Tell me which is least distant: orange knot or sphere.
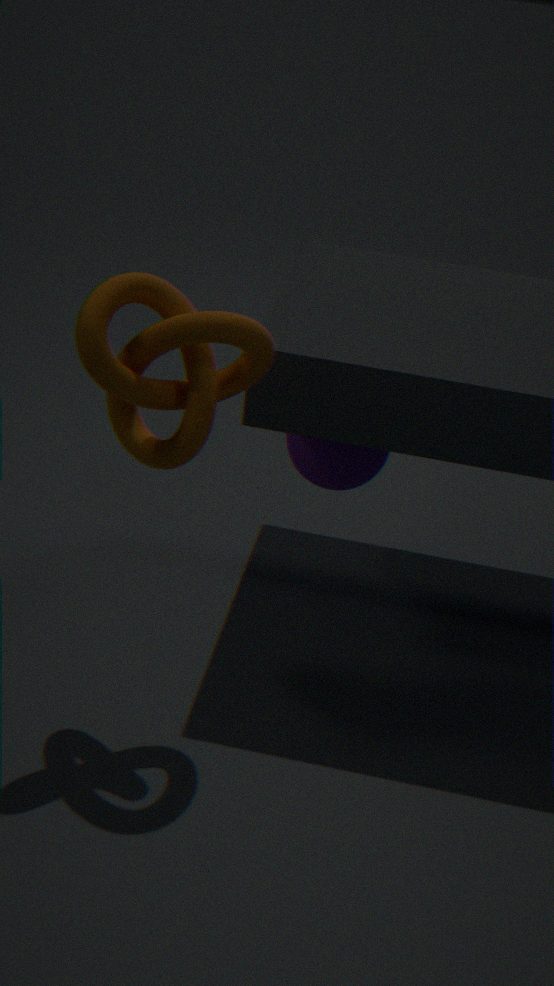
orange knot
